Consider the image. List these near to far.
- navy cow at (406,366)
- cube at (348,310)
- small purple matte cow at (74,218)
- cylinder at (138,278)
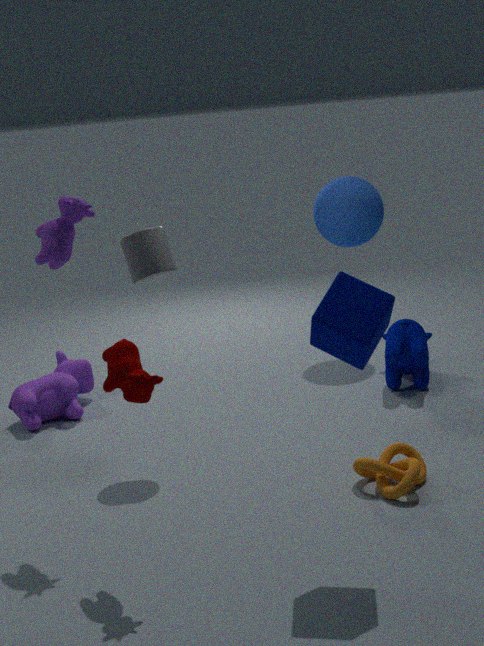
cube at (348,310), small purple matte cow at (74,218), cylinder at (138,278), navy cow at (406,366)
